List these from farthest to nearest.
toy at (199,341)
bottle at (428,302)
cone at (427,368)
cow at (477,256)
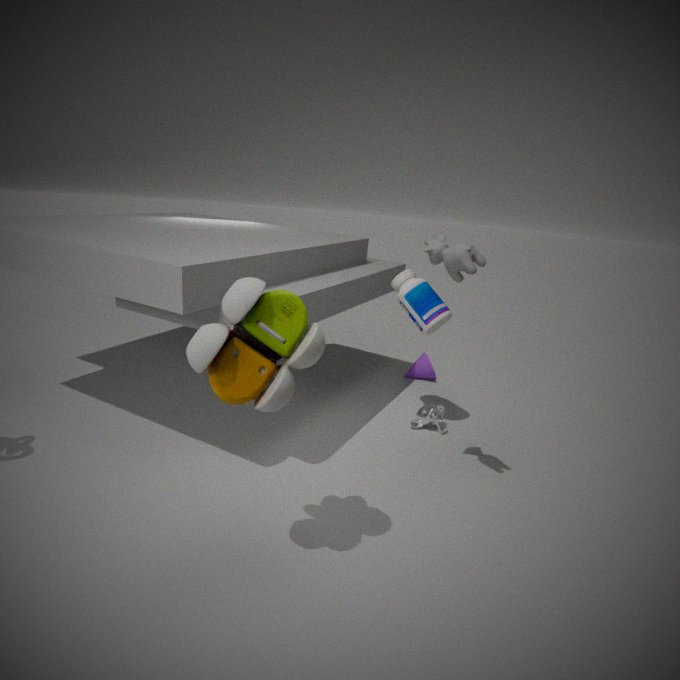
1. cone at (427,368)
2. bottle at (428,302)
3. cow at (477,256)
4. toy at (199,341)
